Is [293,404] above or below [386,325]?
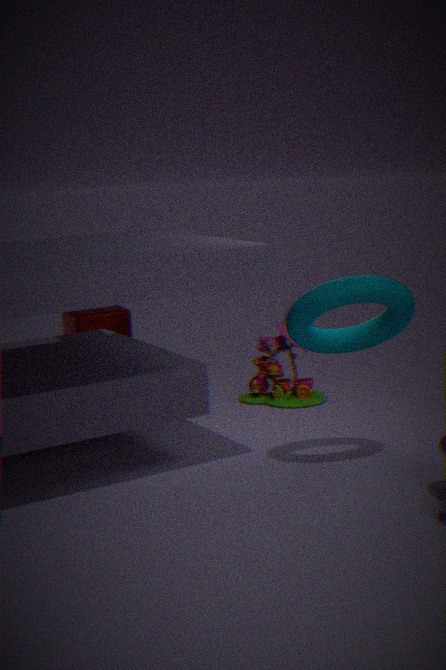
below
